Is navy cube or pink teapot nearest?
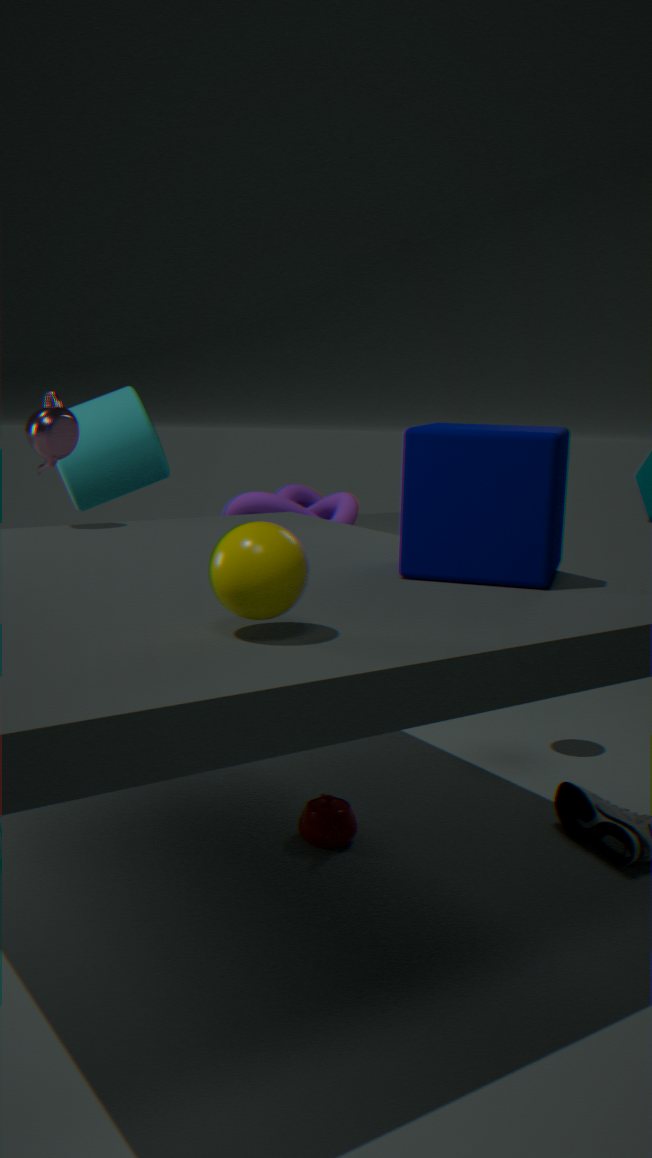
navy cube
